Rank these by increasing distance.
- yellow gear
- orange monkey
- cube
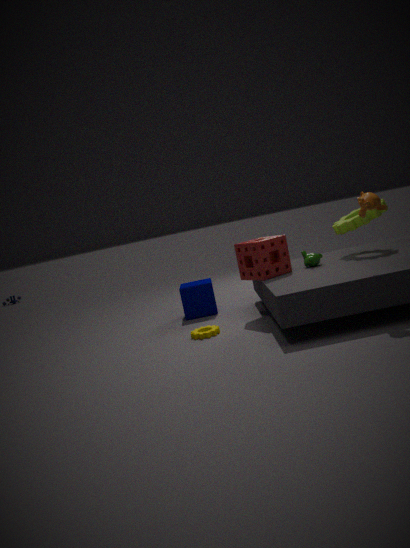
orange monkey → yellow gear → cube
